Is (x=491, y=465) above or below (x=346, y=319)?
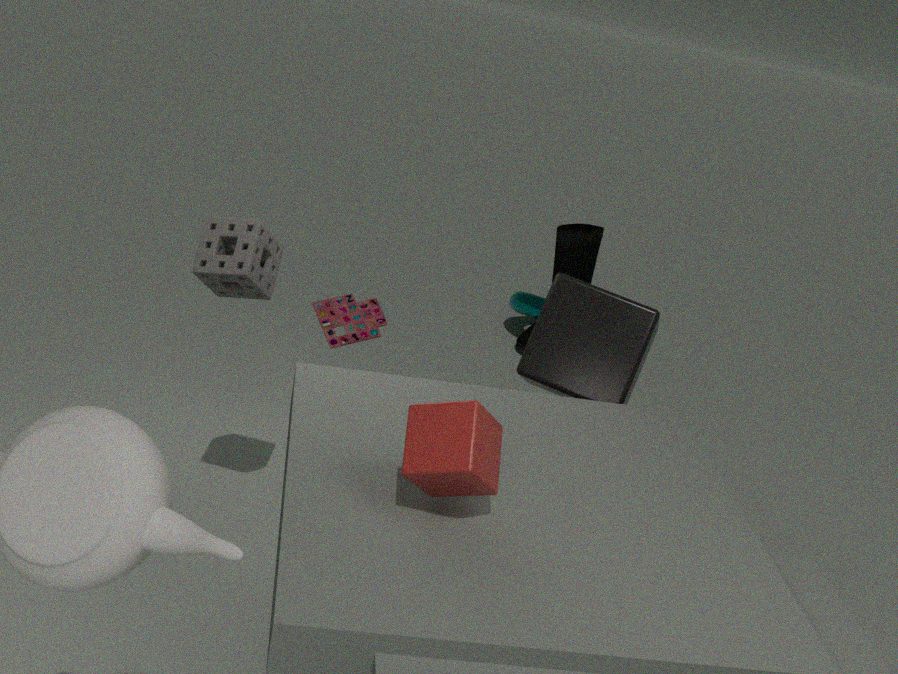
above
